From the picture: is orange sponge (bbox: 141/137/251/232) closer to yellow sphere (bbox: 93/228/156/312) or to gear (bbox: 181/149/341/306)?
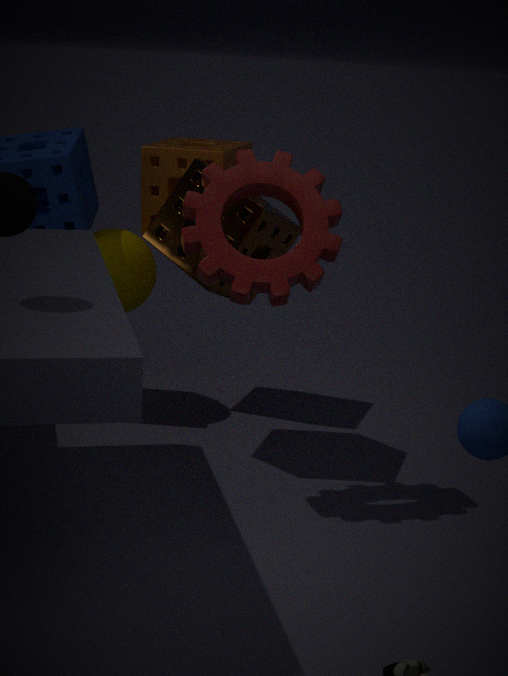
yellow sphere (bbox: 93/228/156/312)
